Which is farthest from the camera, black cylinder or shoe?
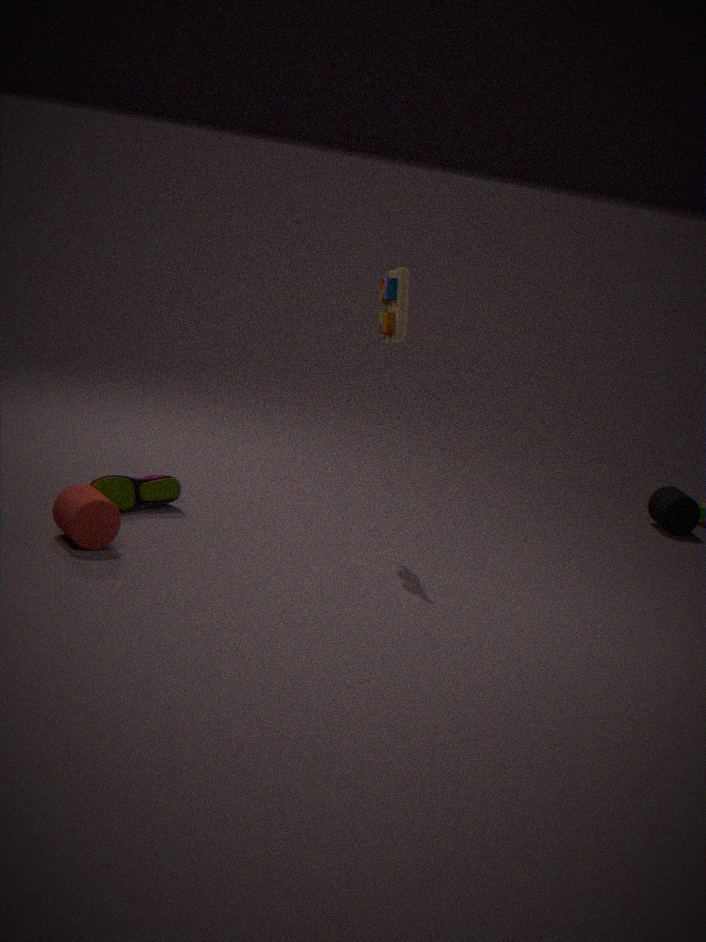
black cylinder
